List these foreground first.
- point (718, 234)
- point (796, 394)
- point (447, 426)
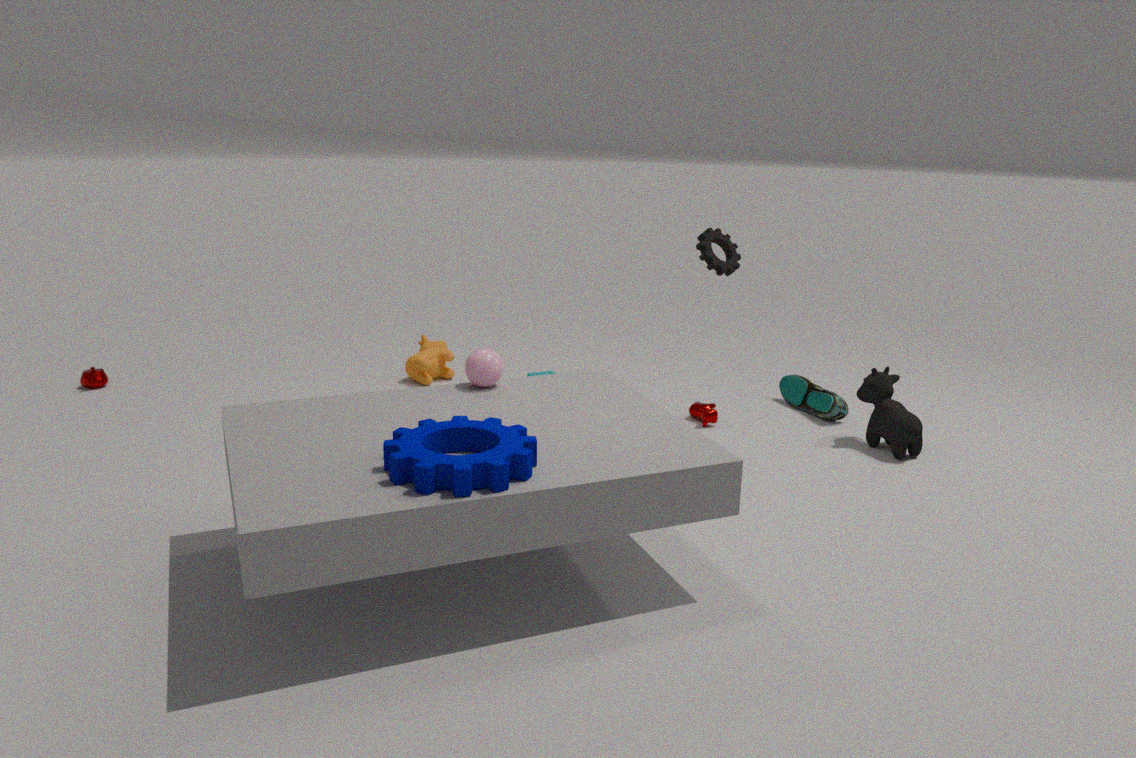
point (447, 426) < point (718, 234) < point (796, 394)
